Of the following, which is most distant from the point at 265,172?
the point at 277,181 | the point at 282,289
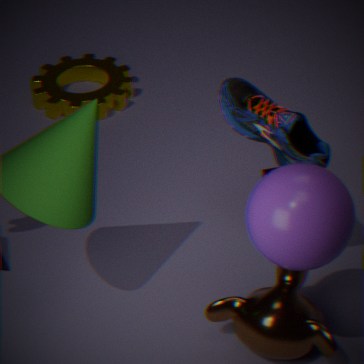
the point at 277,181
